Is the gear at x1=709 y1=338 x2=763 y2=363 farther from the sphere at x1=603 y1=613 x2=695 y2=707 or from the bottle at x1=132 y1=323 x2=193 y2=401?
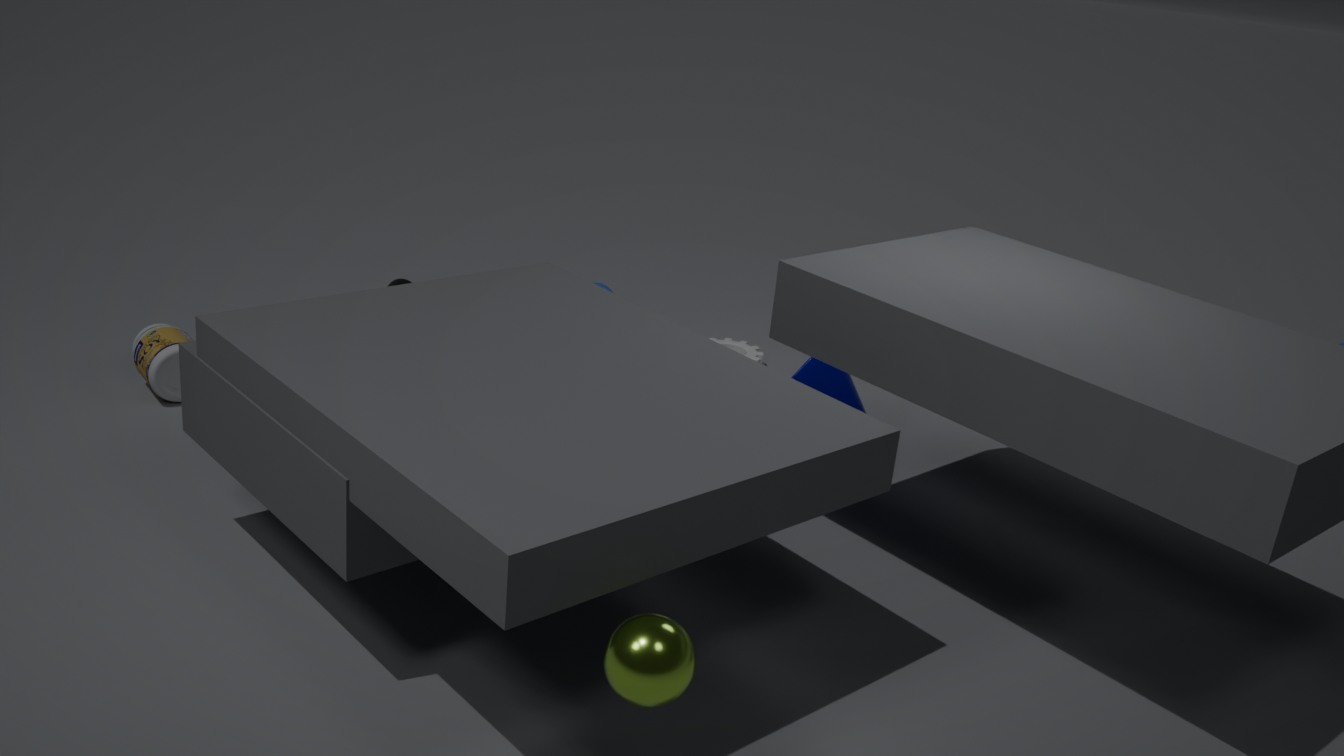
the sphere at x1=603 y1=613 x2=695 y2=707
